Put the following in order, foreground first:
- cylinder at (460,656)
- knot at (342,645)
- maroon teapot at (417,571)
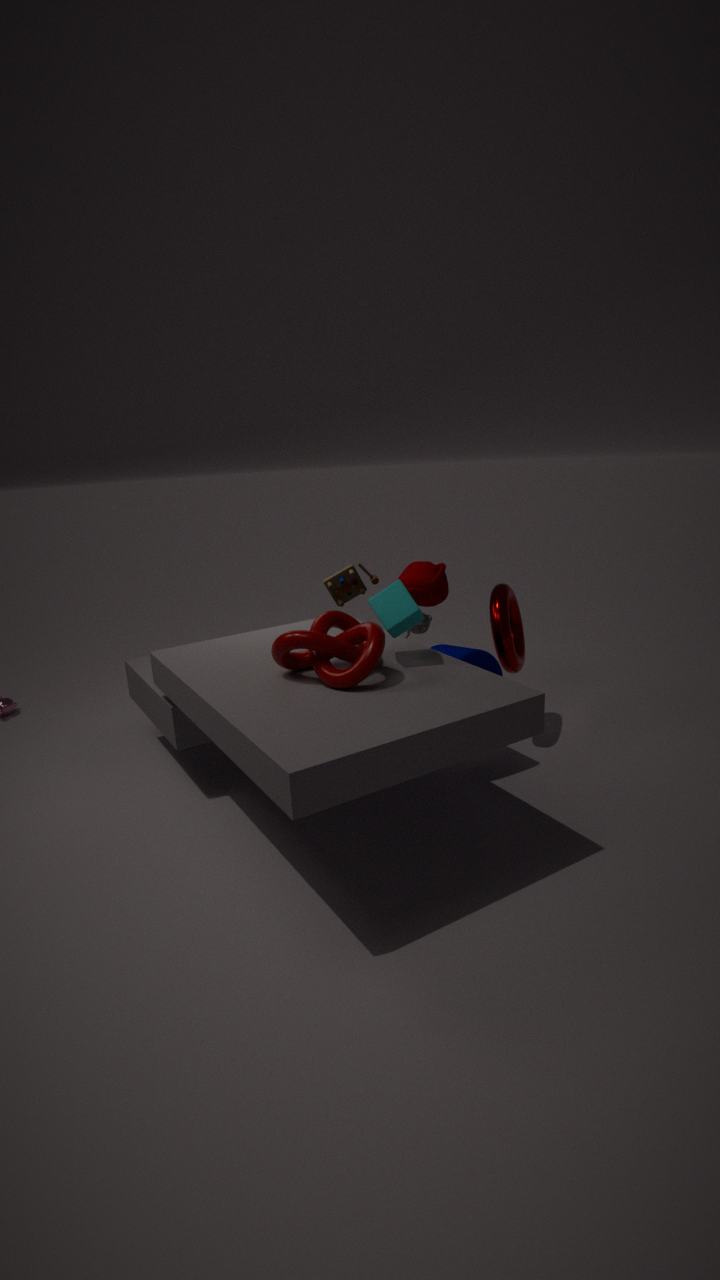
knot at (342,645) < cylinder at (460,656) < maroon teapot at (417,571)
